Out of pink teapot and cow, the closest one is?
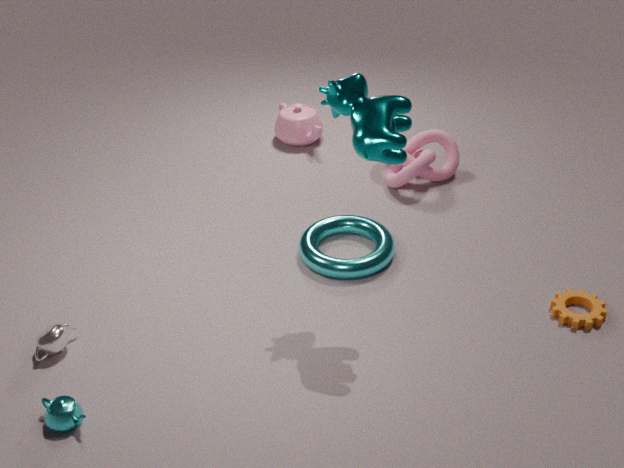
cow
